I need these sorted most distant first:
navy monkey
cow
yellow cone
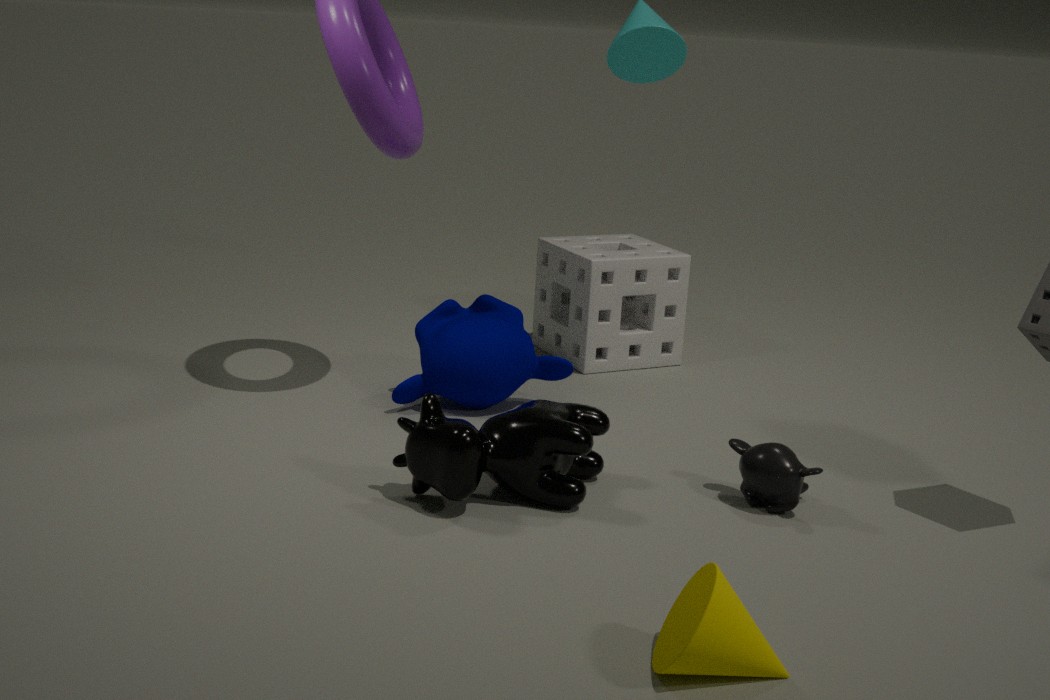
navy monkey → cow → yellow cone
